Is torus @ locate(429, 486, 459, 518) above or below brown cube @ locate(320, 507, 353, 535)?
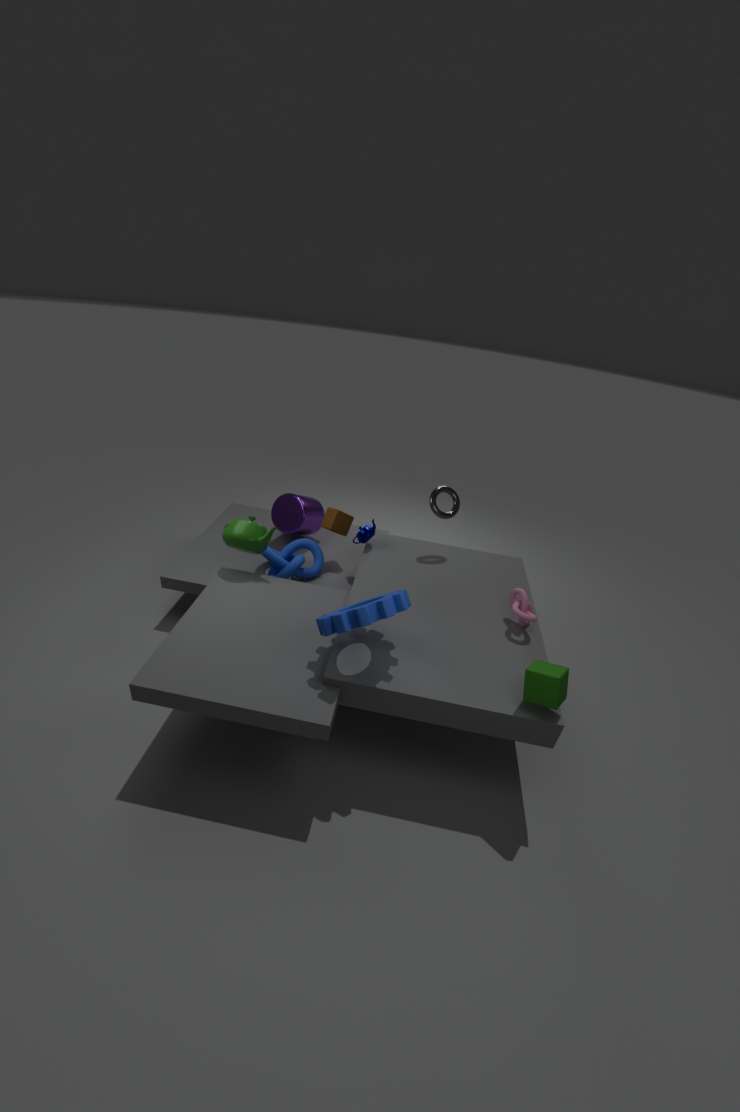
above
